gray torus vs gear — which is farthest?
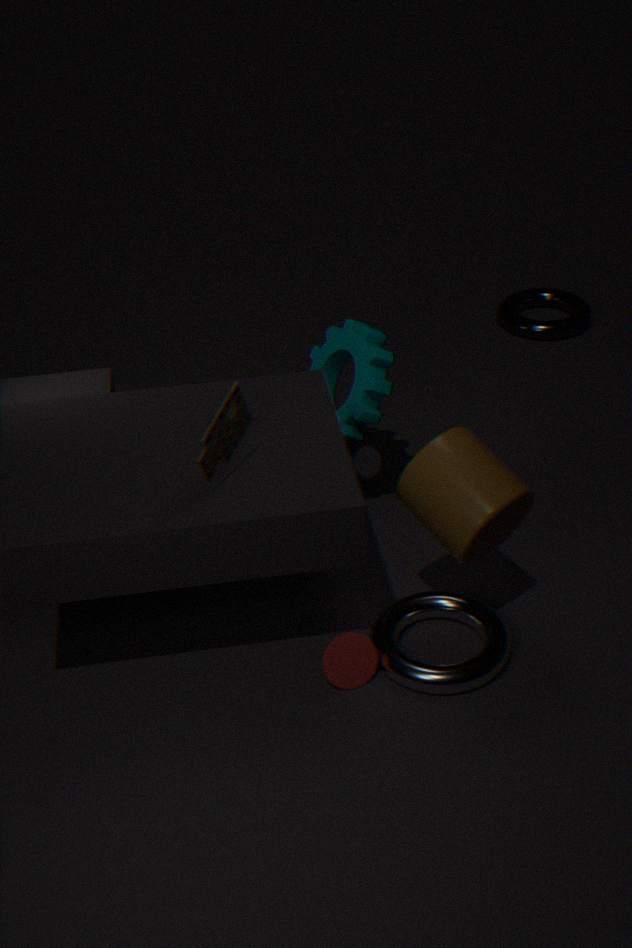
gray torus
